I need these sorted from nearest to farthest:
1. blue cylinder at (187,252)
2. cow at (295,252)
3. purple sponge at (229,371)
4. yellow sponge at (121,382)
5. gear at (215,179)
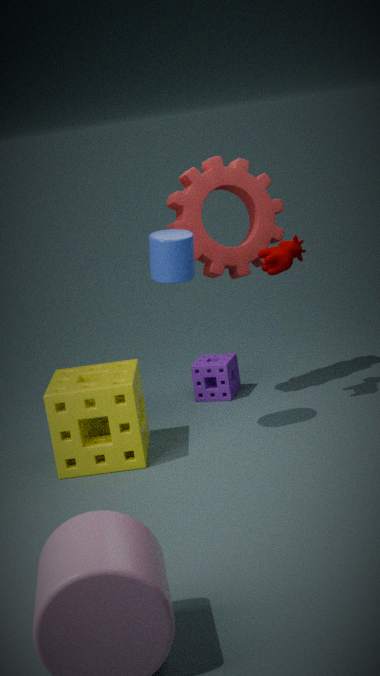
blue cylinder at (187,252)
yellow sponge at (121,382)
cow at (295,252)
gear at (215,179)
purple sponge at (229,371)
